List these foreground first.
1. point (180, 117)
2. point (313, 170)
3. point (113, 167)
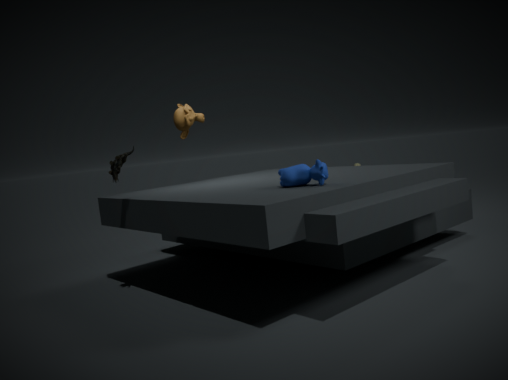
point (313, 170) < point (113, 167) < point (180, 117)
